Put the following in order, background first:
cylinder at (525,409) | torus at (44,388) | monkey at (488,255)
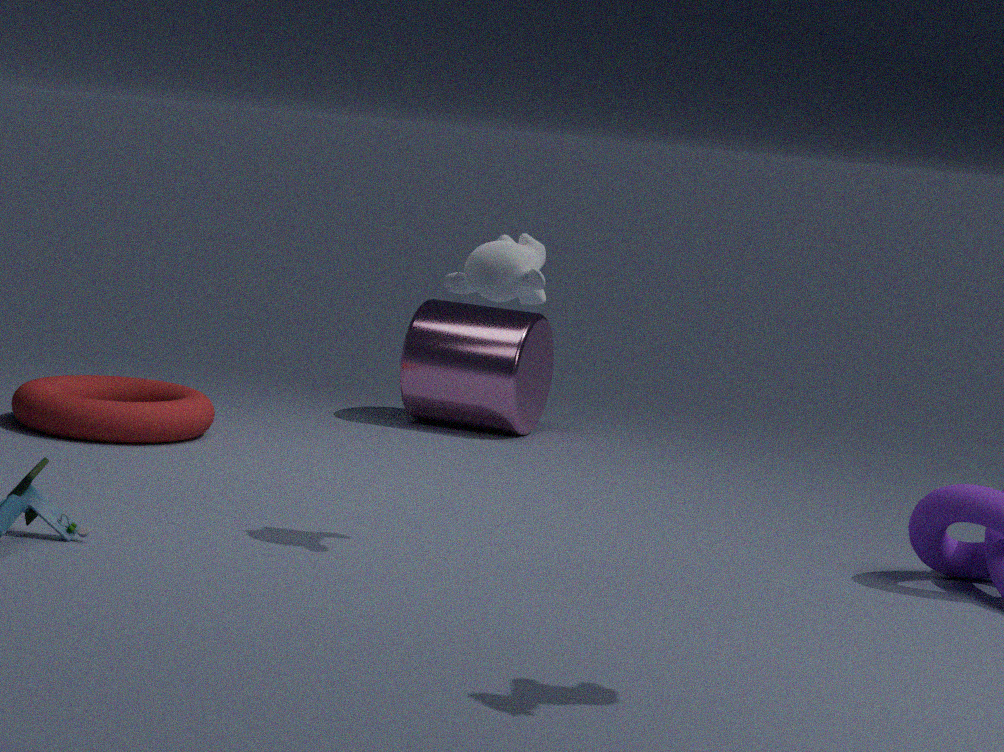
1. cylinder at (525,409)
2. torus at (44,388)
3. monkey at (488,255)
